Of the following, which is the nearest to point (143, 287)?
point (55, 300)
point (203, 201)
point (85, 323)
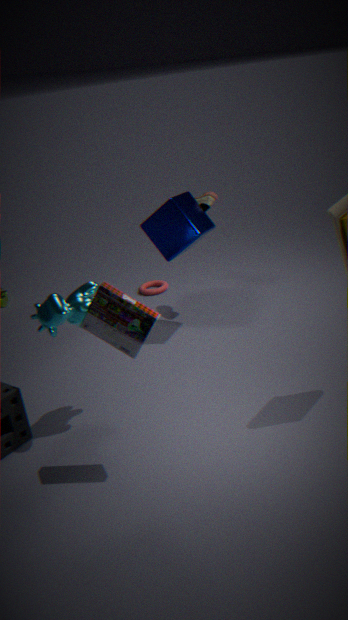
point (203, 201)
